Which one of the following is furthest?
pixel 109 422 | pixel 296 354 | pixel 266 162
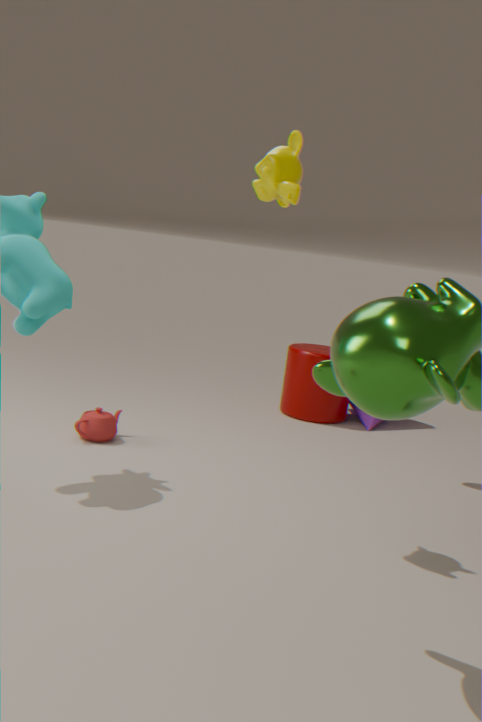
pixel 296 354
